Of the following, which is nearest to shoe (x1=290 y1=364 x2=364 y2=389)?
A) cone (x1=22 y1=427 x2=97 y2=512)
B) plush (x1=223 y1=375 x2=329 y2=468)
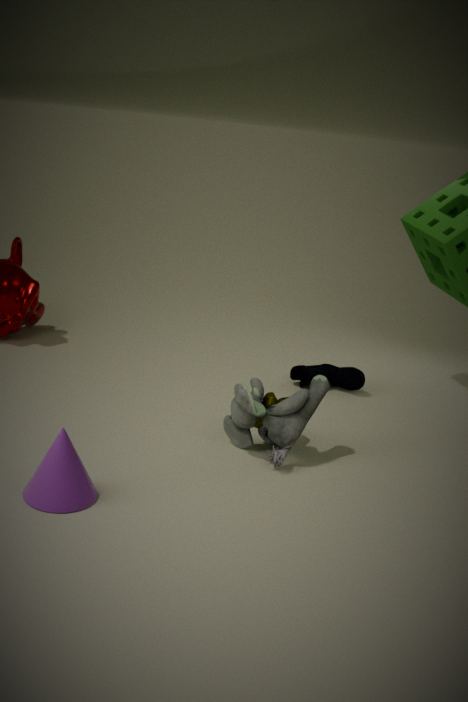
plush (x1=223 y1=375 x2=329 y2=468)
